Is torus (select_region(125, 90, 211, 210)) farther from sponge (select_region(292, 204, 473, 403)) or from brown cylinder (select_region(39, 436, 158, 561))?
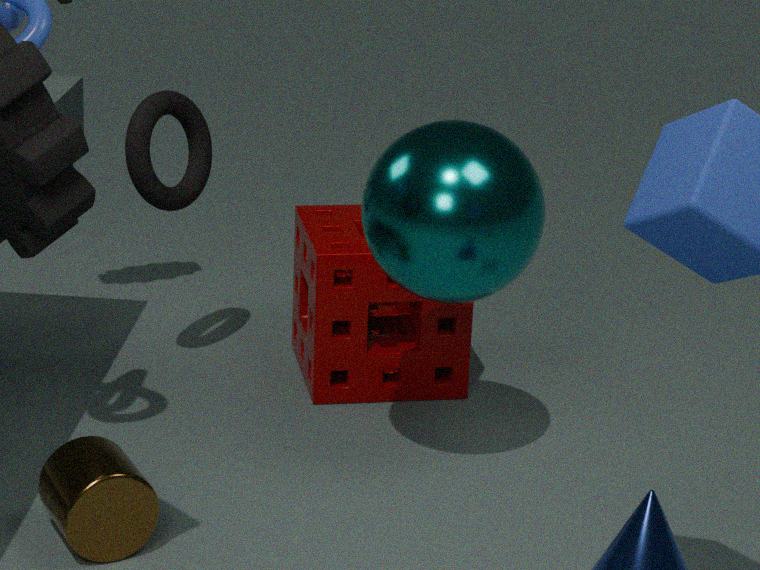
brown cylinder (select_region(39, 436, 158, 561))
